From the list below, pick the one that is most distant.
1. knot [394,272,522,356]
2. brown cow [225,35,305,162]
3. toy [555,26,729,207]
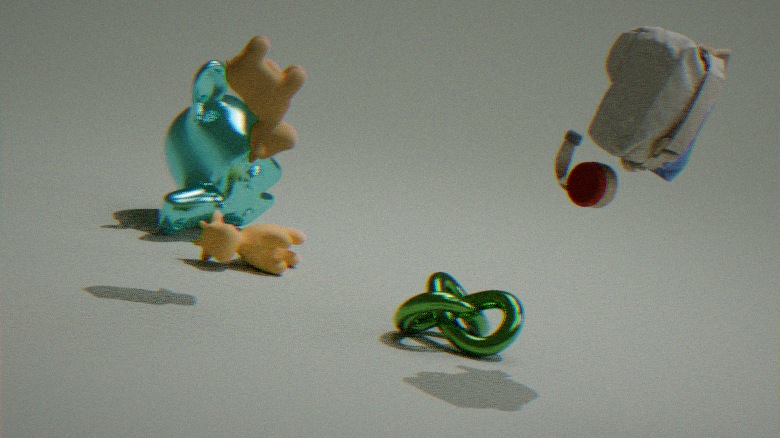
knot [394,272,522,356]
